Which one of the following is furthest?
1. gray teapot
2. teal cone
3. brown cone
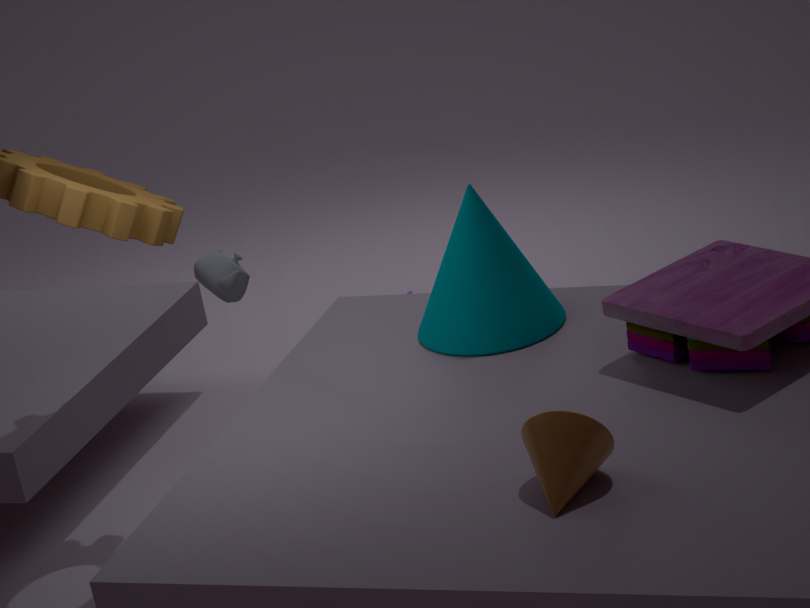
gray teapot
